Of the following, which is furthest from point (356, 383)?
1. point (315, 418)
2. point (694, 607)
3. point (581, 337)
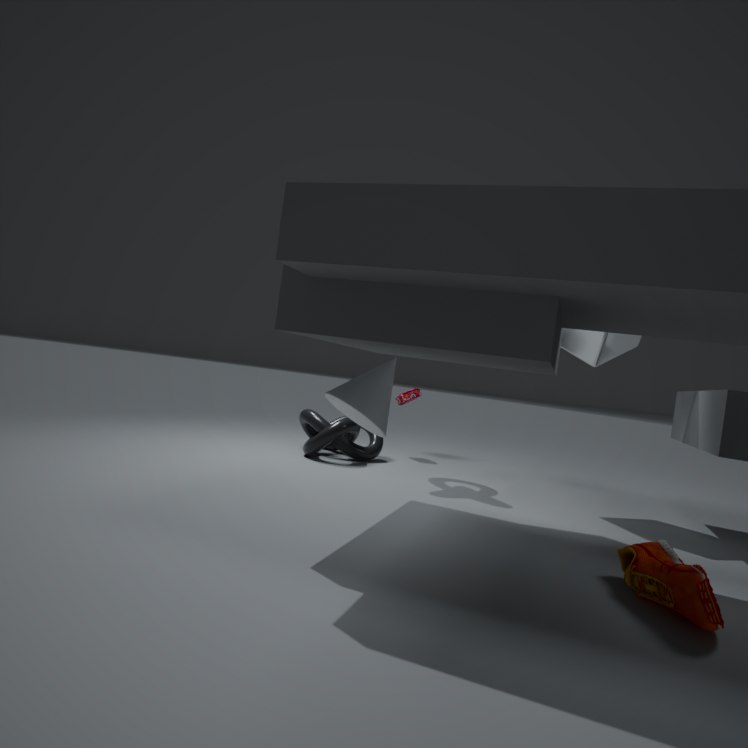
point (315, 418)
